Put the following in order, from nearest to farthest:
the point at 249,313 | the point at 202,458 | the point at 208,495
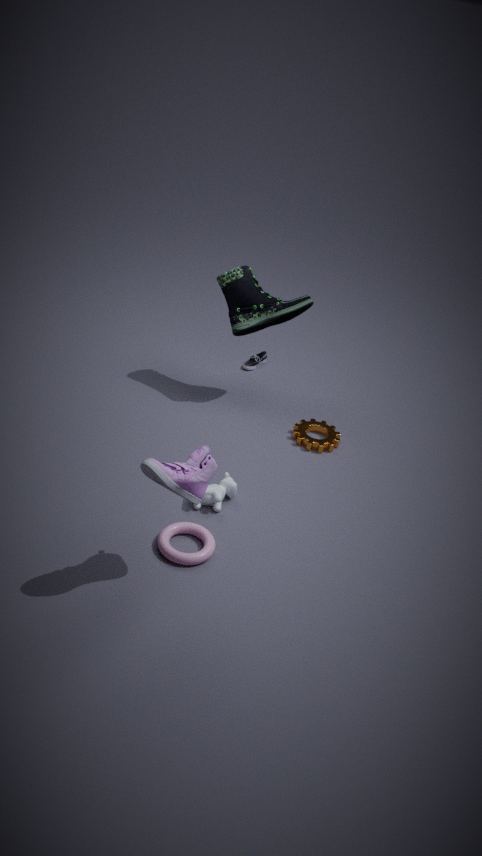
the point at 202,458
the point at 208,495
the point at 249,313
